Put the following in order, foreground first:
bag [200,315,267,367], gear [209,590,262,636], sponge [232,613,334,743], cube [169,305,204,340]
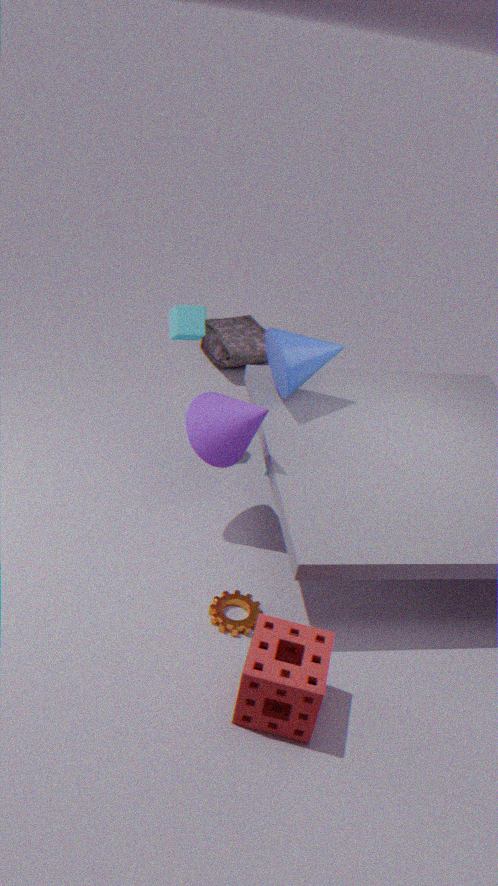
1. sponge [232,613,334,743]
2. gear [209,590,262,636]
3. cube [169,305,204,340]
4. bag [200,315,267,367]
